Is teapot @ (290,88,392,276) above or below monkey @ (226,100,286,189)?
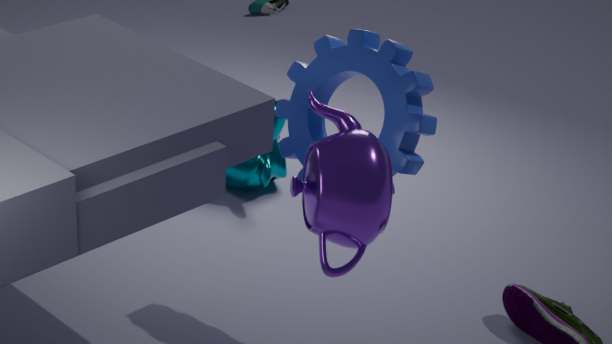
above
